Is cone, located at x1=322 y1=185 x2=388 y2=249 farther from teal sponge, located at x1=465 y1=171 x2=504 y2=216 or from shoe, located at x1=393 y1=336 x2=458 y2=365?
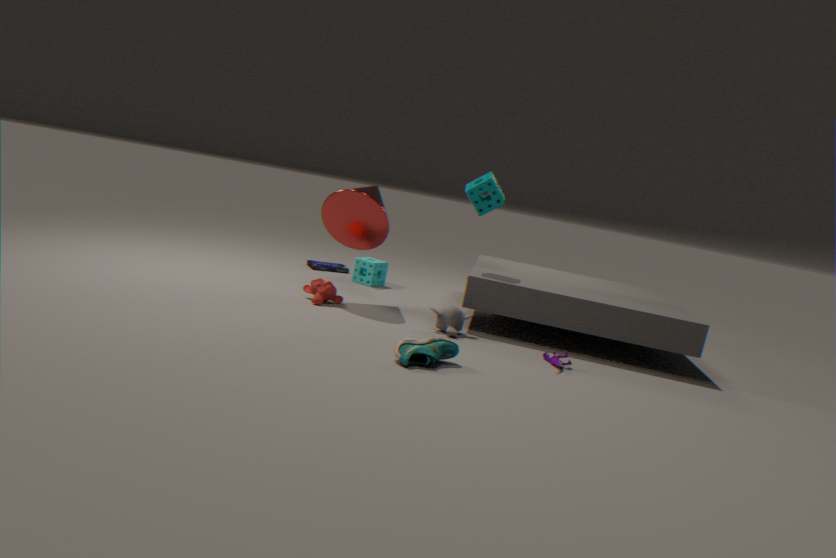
shoe, located at x1=393 y1=336 x2=458 y2=365
